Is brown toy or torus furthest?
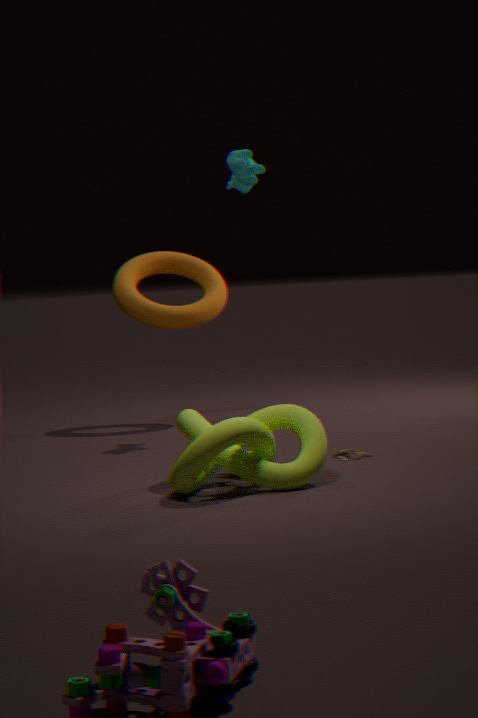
torus
